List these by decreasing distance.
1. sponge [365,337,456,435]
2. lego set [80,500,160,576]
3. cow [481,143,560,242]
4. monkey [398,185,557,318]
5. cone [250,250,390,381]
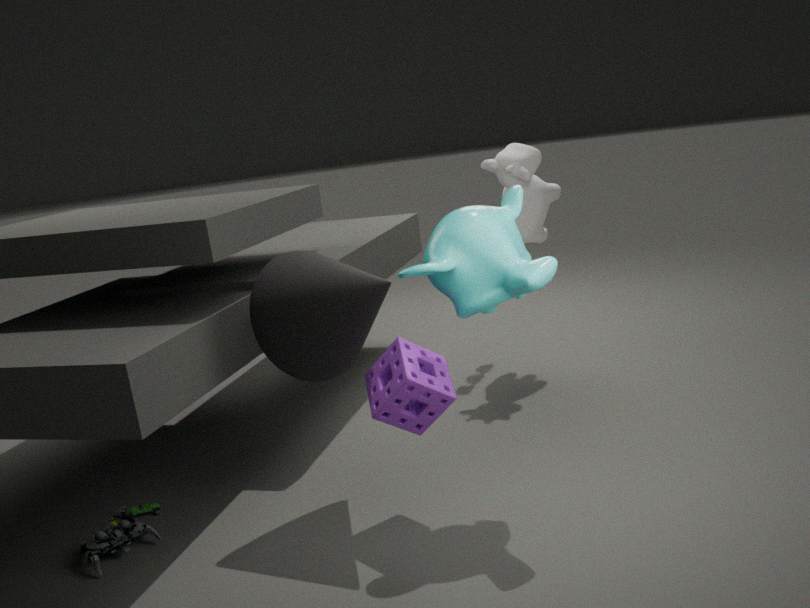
1. cow [481,143,560,242]
2. lego set [80,500,160,576]
3. cone [250,250,390,381]
4. sponge [365,337,456,435]
5. monkey [398,185,557,318]
